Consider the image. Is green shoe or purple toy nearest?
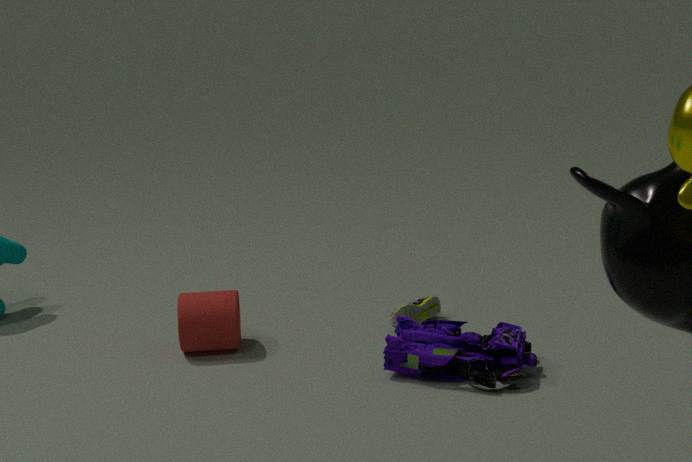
purple toy
